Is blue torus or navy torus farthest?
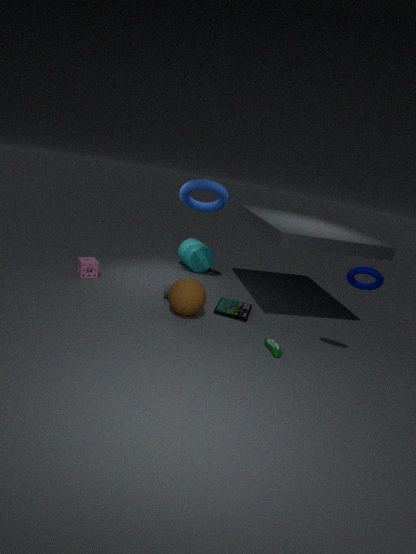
blue torus
